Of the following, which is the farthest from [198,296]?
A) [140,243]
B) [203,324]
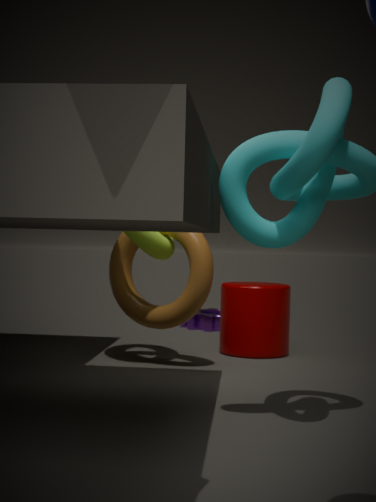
[203,324]
